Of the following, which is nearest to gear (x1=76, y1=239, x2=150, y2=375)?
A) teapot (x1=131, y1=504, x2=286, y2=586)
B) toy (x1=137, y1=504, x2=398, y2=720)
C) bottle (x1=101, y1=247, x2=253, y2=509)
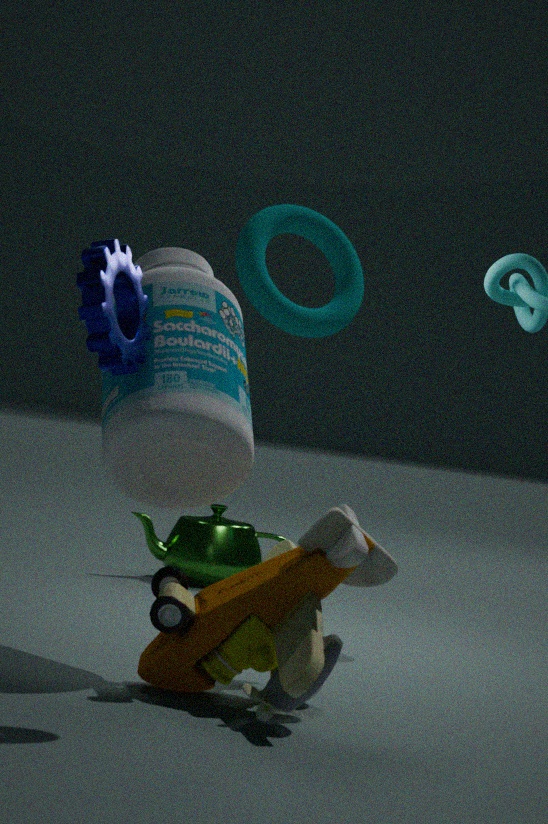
bottle (x1=101, y1=247, x2=253, y2=509)
